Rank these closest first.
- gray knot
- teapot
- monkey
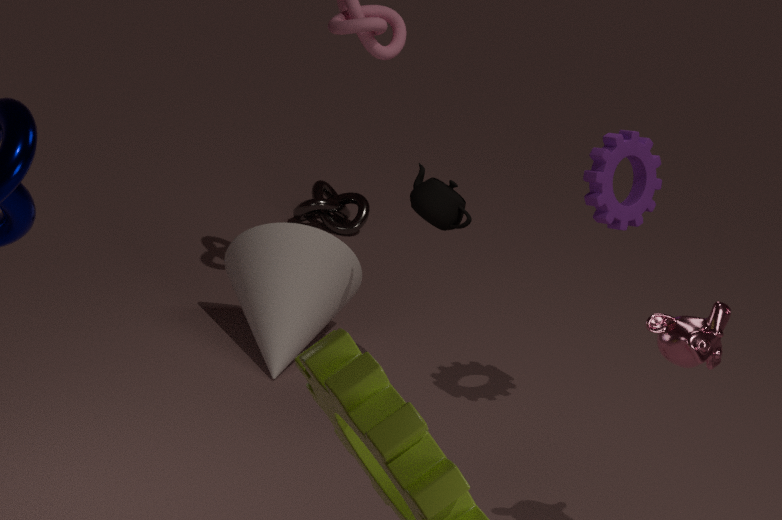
1. monkey
2. teapot
3. gray knot
